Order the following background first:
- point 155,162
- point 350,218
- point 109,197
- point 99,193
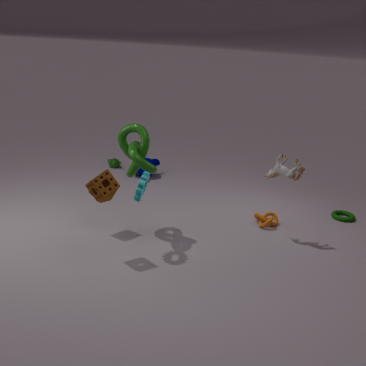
point 155,162 < point 350,218 < point 109,197 < point 99,193
